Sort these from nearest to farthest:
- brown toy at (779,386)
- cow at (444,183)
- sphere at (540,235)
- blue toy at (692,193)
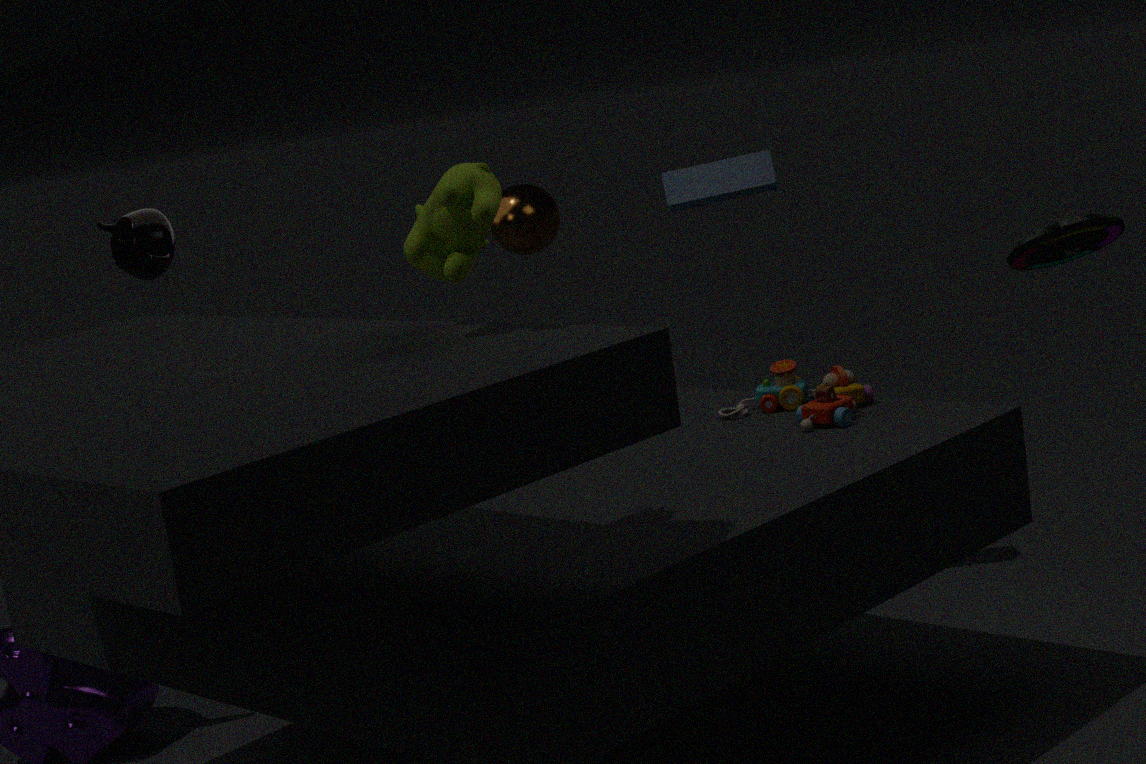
cow at (444,183) → brown toy at (779,386) → blue toy at (692,193) → sphere at (540,235)
